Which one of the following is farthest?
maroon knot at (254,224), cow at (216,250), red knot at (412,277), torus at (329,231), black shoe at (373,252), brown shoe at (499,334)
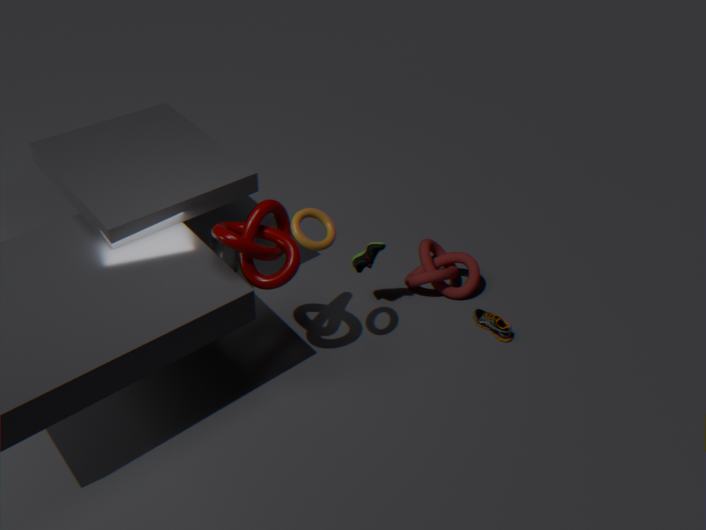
cow at (216,250)
